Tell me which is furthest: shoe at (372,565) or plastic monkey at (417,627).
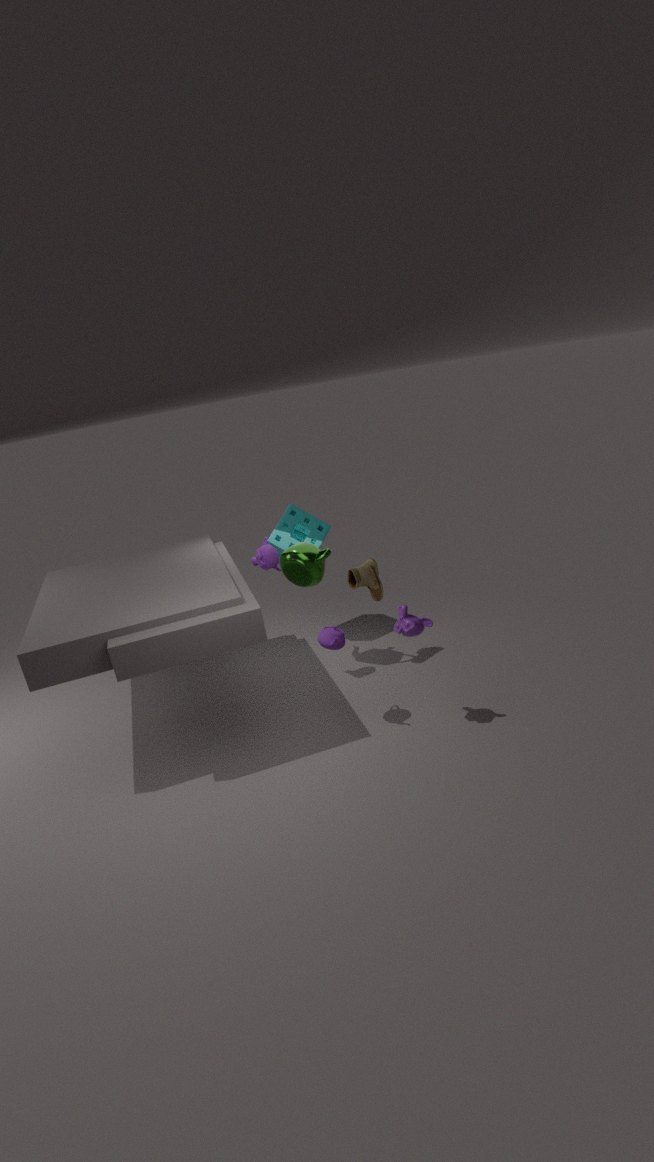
shoe at (372,565)
